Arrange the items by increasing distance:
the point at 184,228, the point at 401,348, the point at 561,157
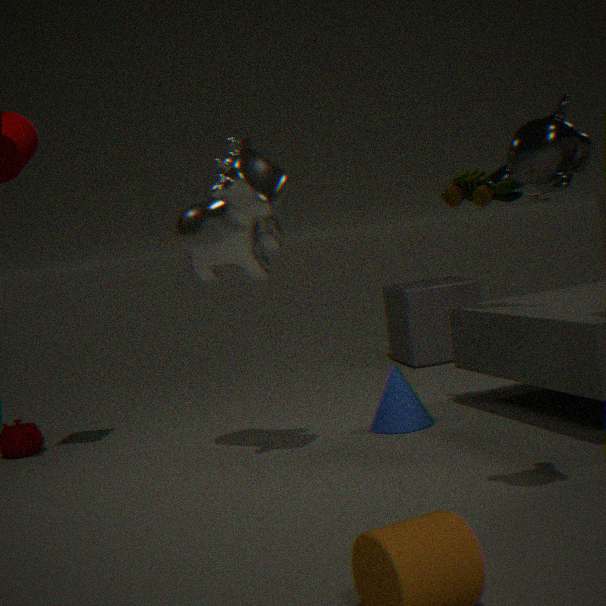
the point at 561,157 → the point at 184,228 → the point at 401,348
